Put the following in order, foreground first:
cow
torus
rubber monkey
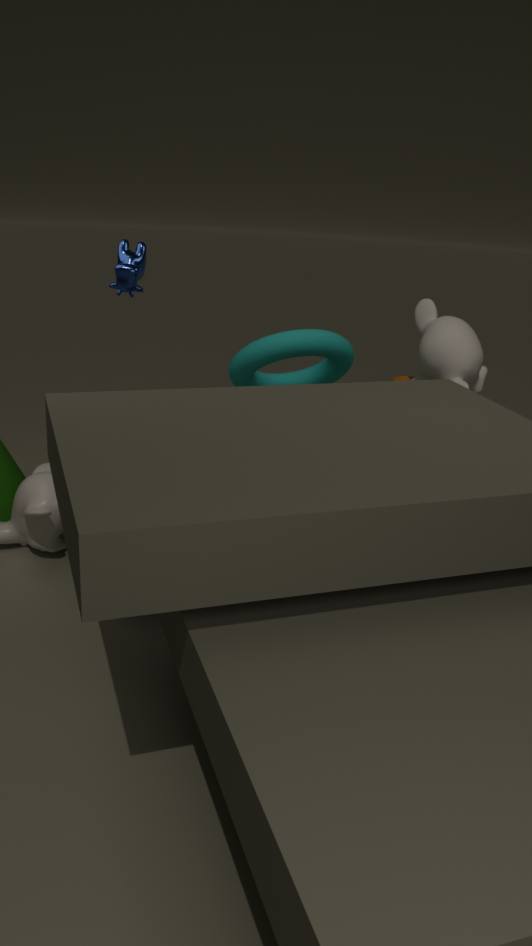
cow
rubber monkey
torus
